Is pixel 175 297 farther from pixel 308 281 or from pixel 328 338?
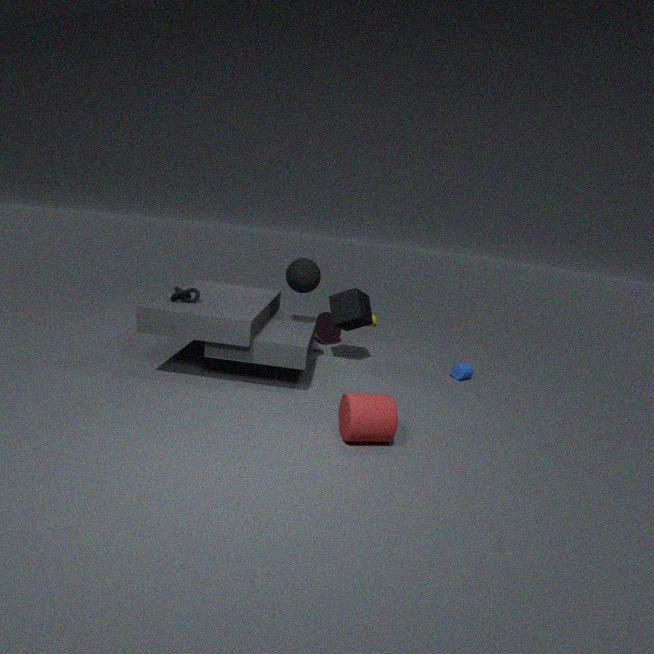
pixel 328 338
